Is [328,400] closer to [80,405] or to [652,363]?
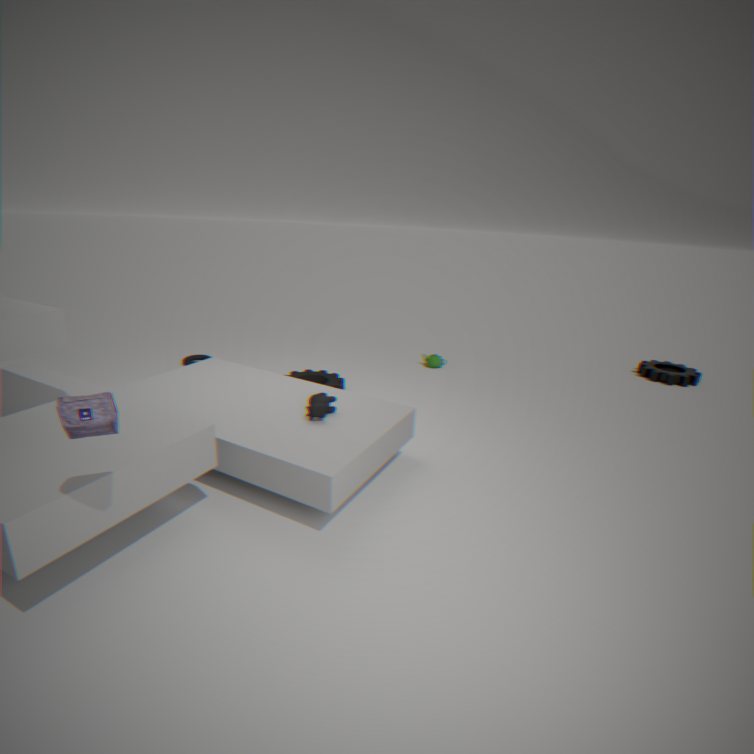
[80,405]
